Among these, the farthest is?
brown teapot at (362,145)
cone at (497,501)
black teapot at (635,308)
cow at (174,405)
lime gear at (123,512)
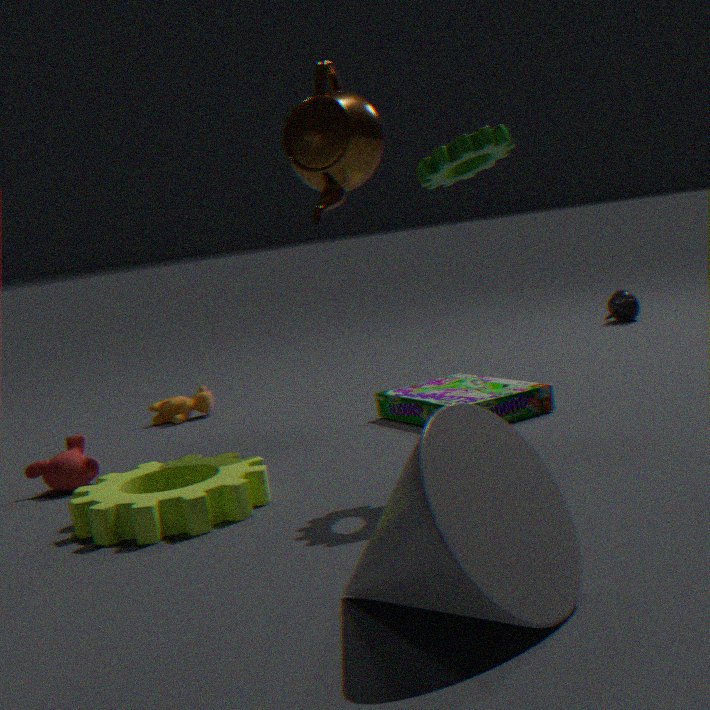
black teapot at (635,308)
